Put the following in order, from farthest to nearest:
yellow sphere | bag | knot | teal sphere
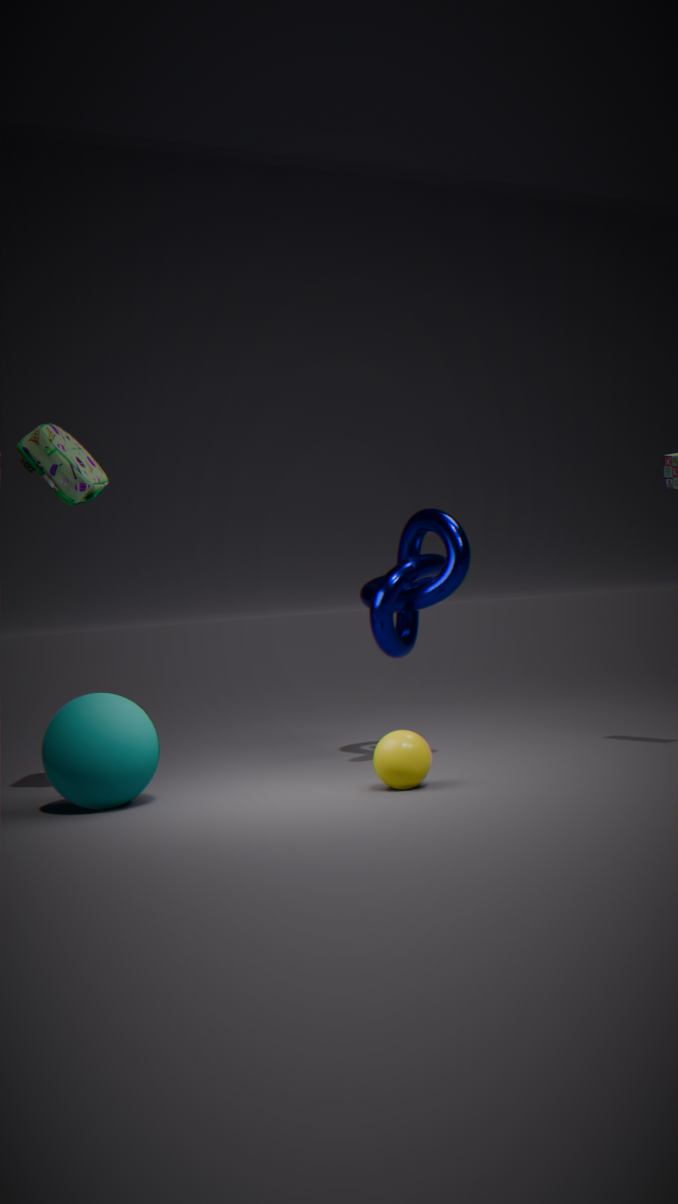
knot → bag → yellow sphere → teal sphere
